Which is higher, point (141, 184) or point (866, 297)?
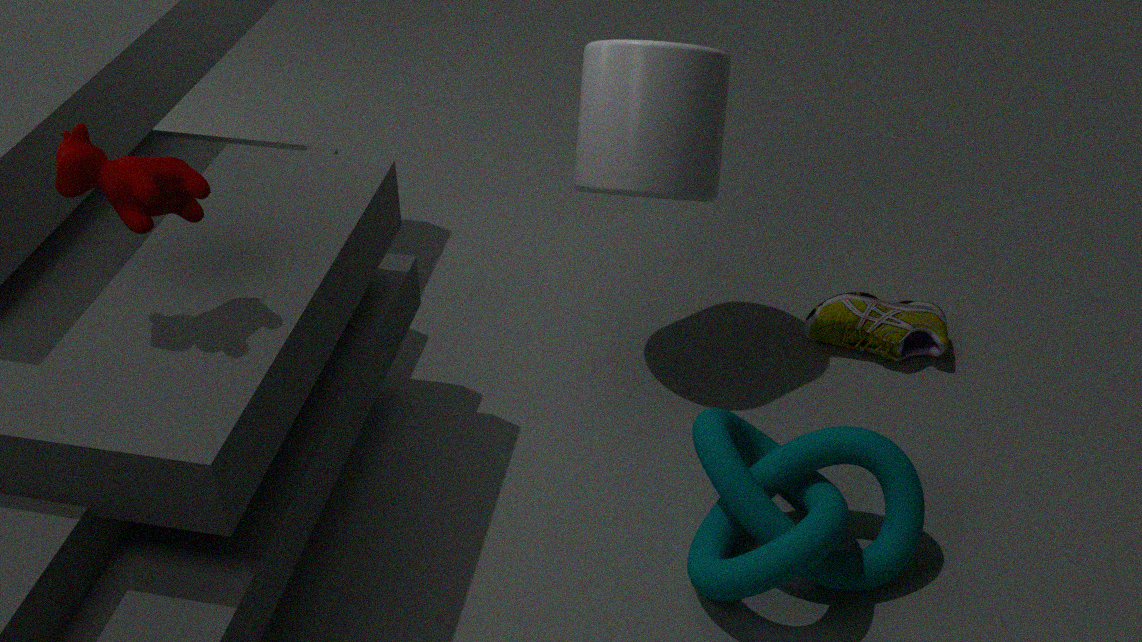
point (141, 184)
